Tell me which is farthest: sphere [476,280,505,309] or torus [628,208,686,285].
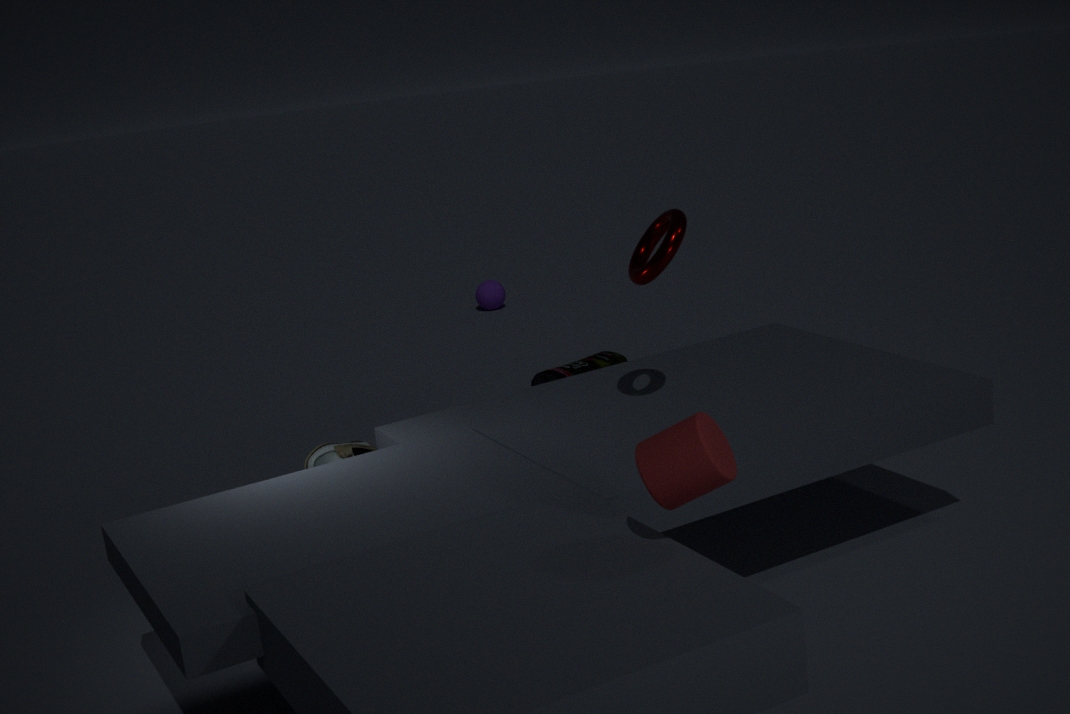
sphere [476,280,505,309]
